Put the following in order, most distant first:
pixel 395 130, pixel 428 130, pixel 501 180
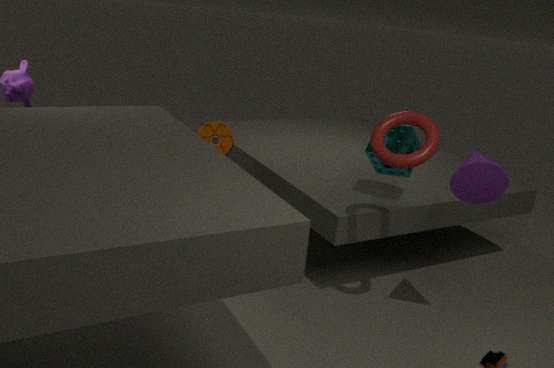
pixel 395 130 < pixel 428 130 < pixel 501 180
